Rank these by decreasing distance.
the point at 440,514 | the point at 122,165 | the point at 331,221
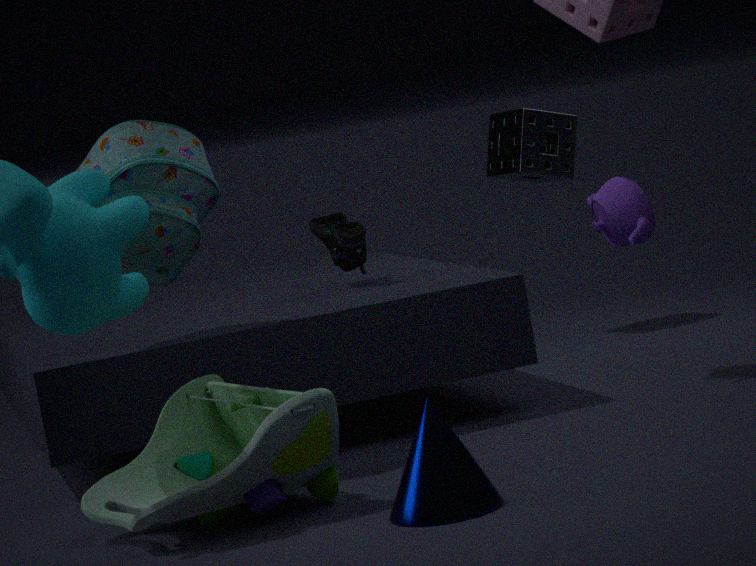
the point at 331,221, the point at 122,165, the point at 440,514
